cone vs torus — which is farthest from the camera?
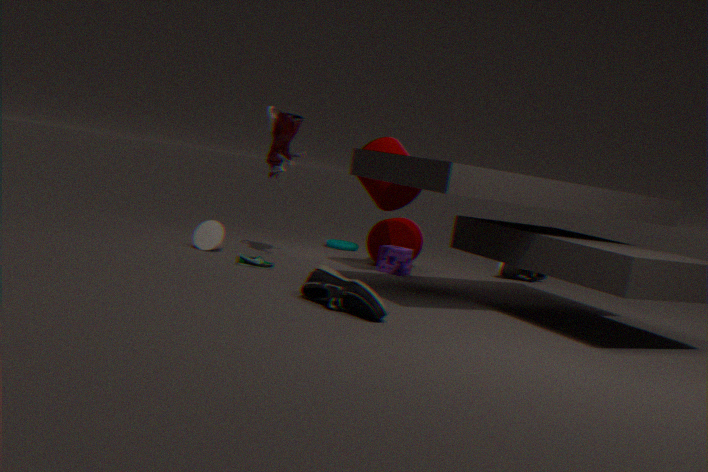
torus
